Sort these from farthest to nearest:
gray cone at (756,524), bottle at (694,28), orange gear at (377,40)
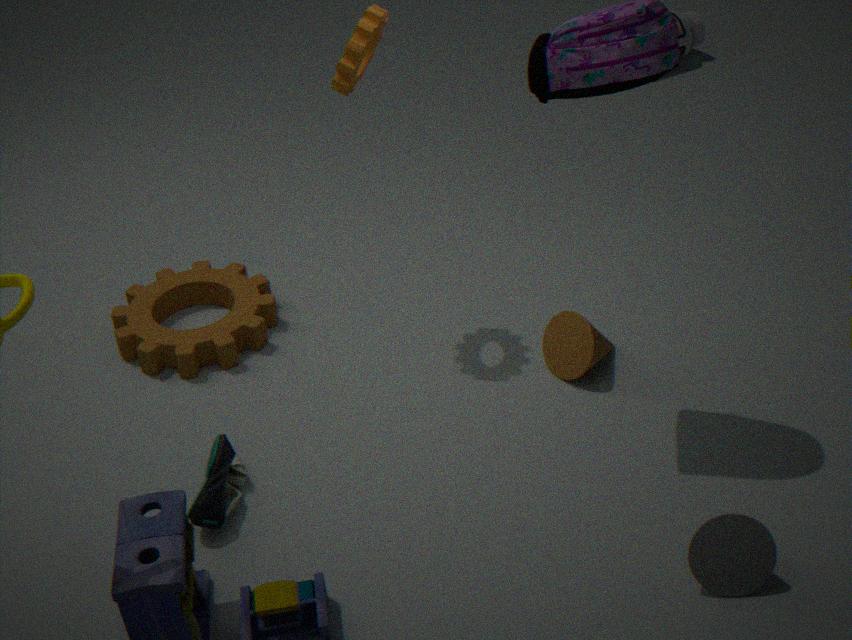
bottle at (694,28) → orange gear at (377,40) → gray cone at (756,524)
